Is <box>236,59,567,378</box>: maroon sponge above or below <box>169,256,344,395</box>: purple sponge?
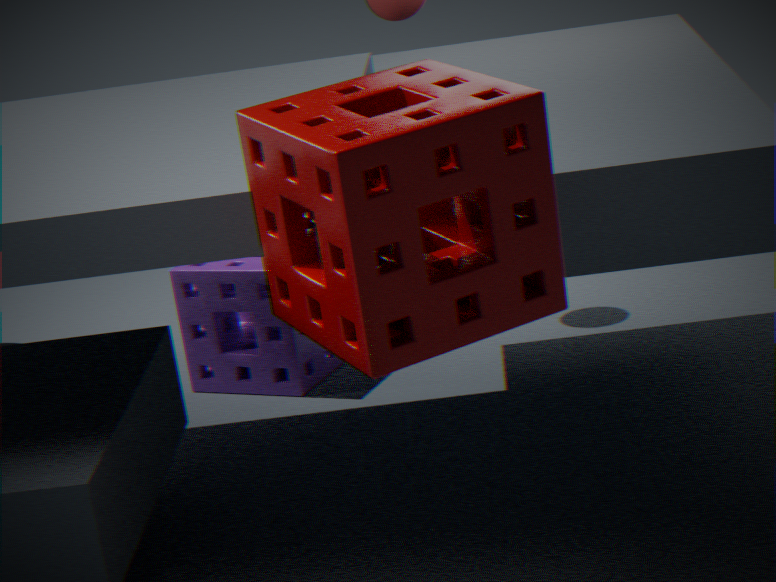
above
